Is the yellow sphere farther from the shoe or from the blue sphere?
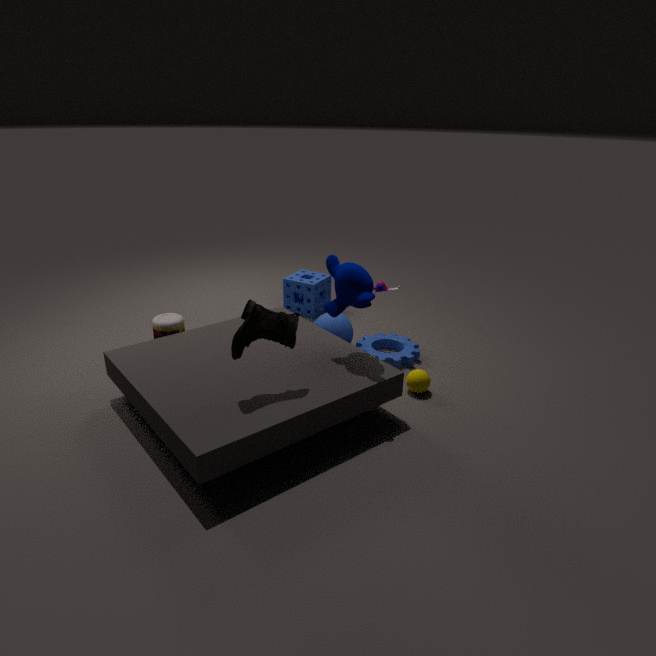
the shoe
